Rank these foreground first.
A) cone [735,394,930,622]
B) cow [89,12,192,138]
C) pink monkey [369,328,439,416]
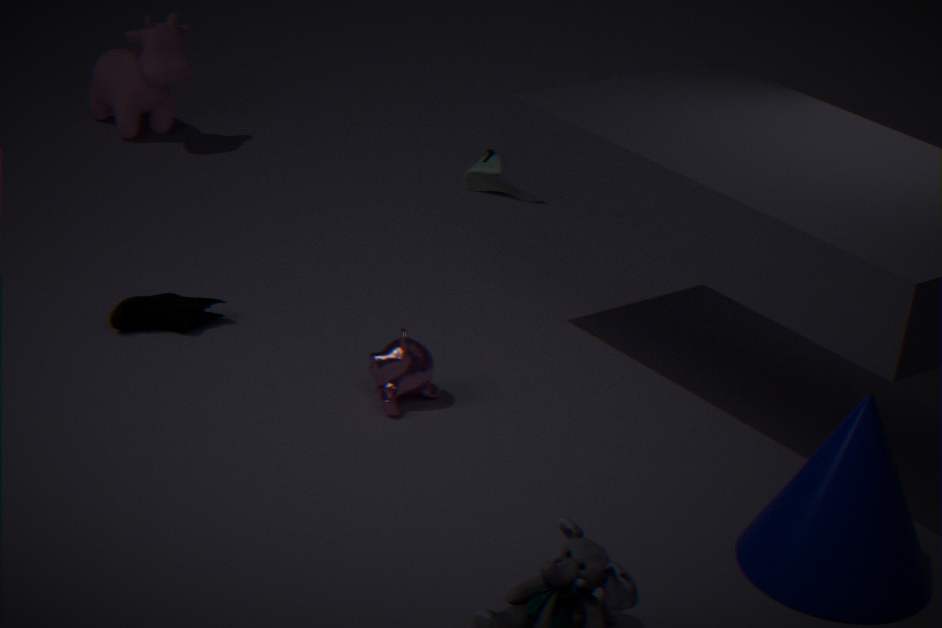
cone [735,394,930,622]
pink monkey [369,328,439,416]
cow [89,12,192,138]
